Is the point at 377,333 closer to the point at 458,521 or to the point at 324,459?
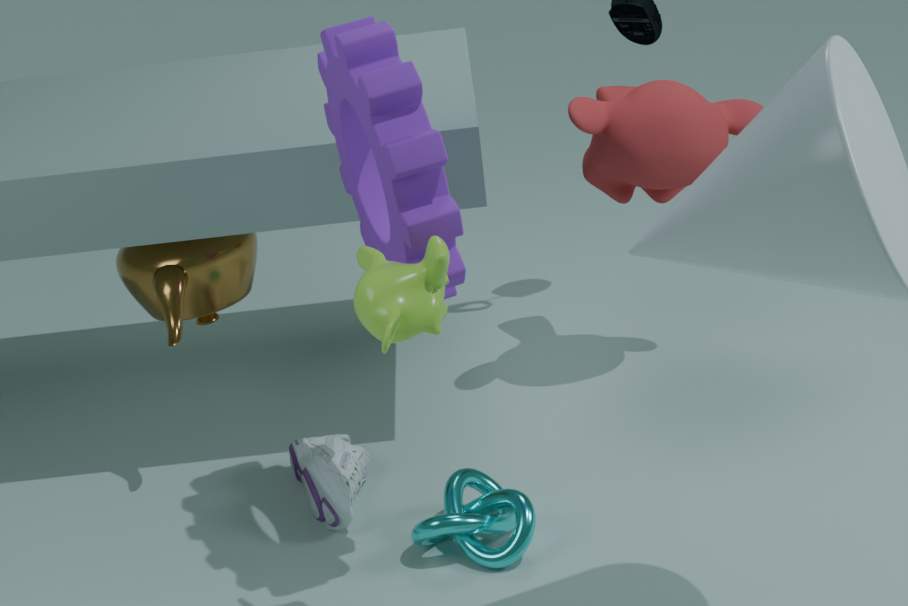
the point at 458,521
